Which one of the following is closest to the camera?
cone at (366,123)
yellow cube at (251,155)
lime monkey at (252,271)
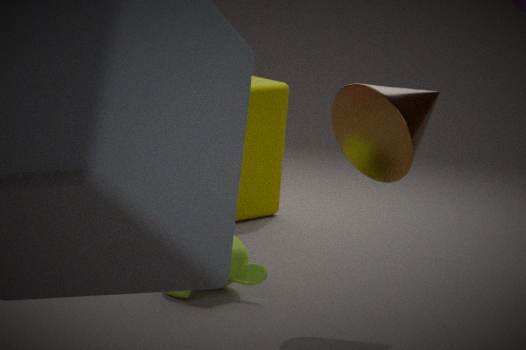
cone at (366,123)
